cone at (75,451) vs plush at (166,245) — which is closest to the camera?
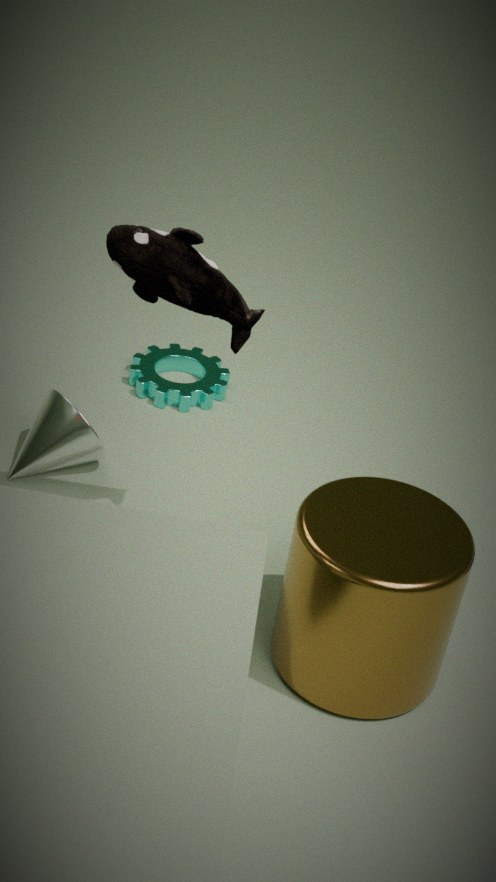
plush at (166,245)
